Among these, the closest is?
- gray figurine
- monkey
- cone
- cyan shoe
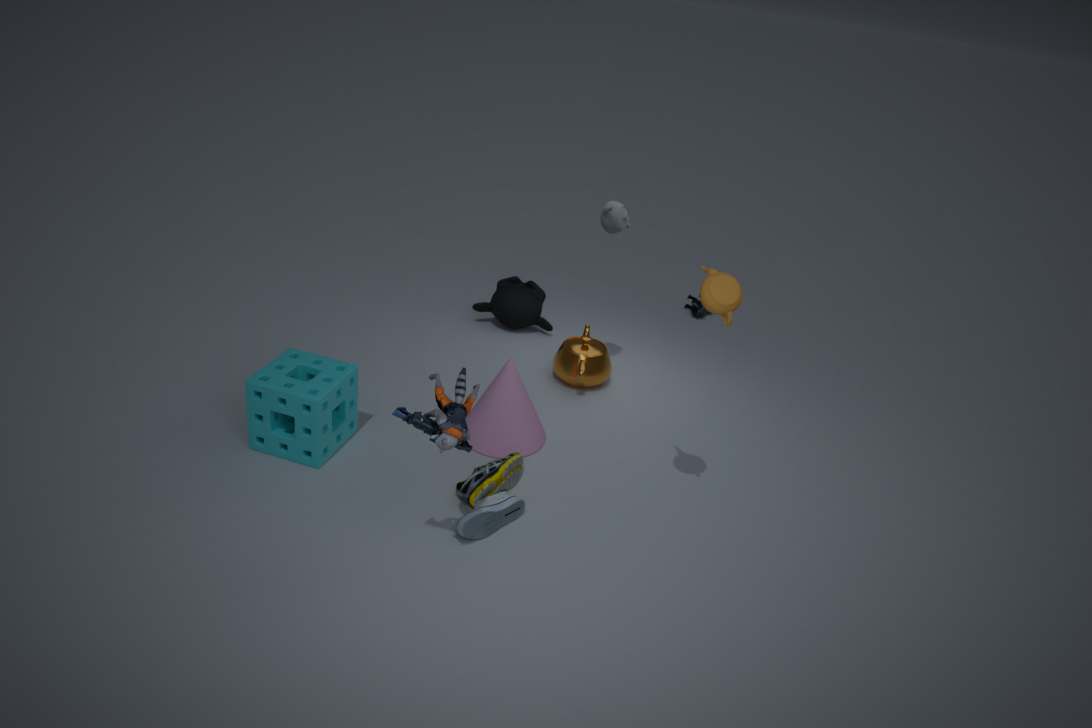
gray figurine
